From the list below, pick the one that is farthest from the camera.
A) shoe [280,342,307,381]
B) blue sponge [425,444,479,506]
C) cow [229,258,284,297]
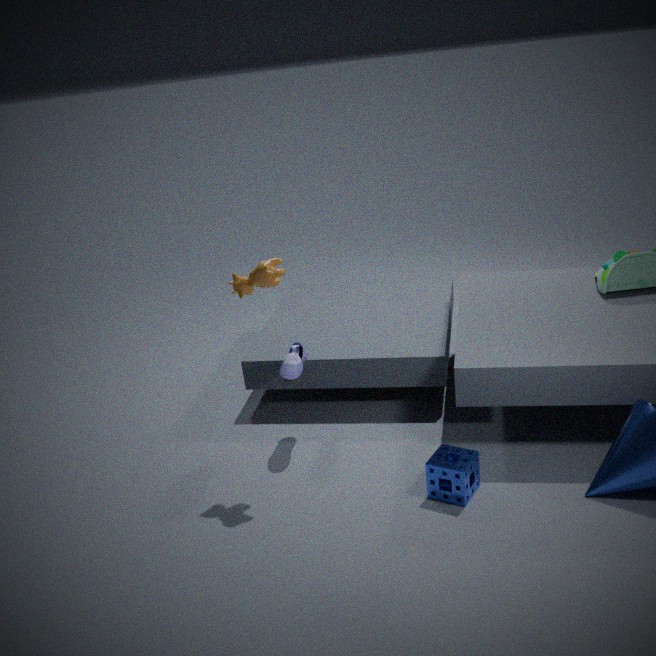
A. shoe [280,342,307,381]
